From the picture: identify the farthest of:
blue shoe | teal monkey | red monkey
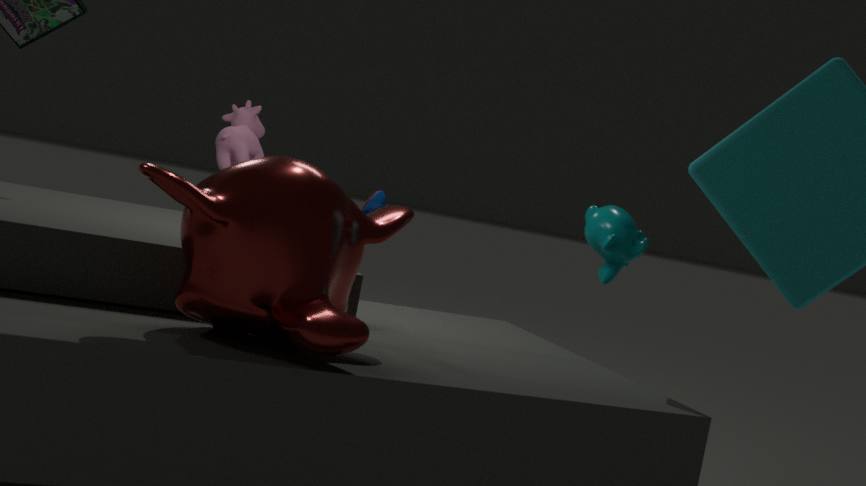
teal monkey
